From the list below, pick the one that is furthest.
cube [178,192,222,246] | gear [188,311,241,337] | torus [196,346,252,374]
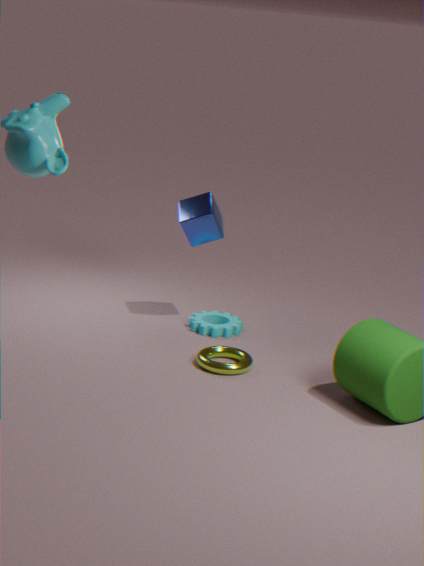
gear [188,311,241,337]
